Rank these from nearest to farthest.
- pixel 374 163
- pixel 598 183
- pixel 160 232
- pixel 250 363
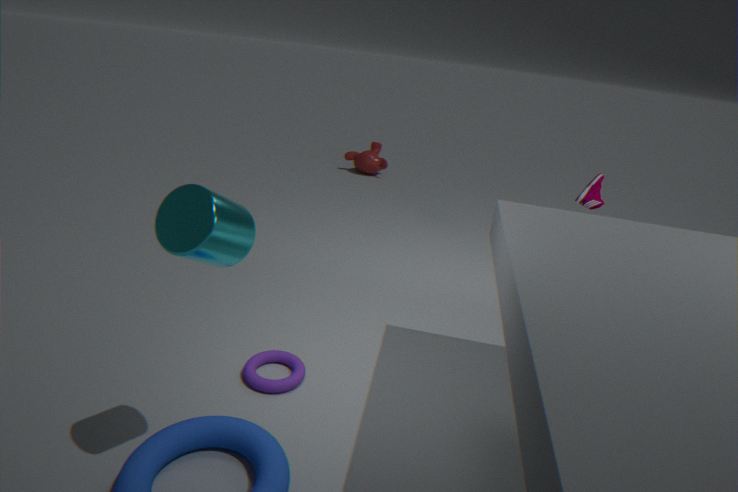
pixel 160 232
pixel 250 363
pixel 598 183
pixel 374 163
